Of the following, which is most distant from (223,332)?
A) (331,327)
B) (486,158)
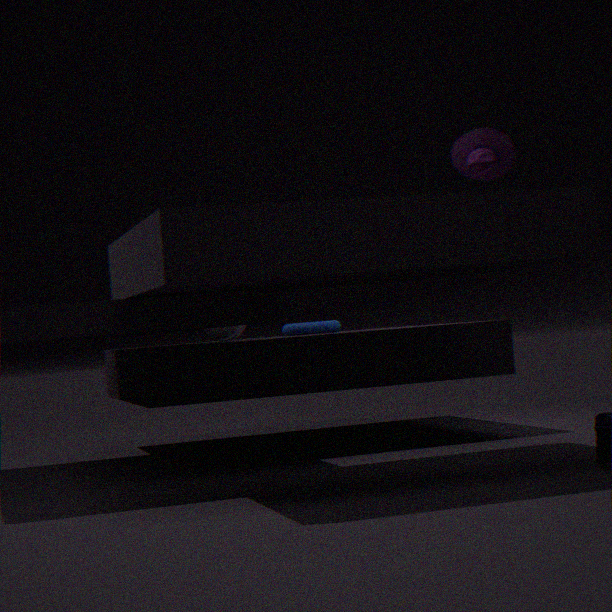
(486,158)
